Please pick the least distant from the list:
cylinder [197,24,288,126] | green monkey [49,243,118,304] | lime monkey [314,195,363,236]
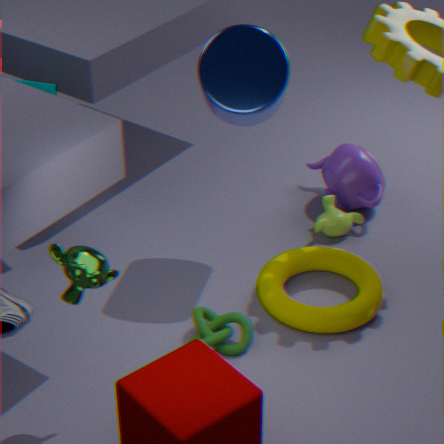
green monkey [49,243,118,304]
